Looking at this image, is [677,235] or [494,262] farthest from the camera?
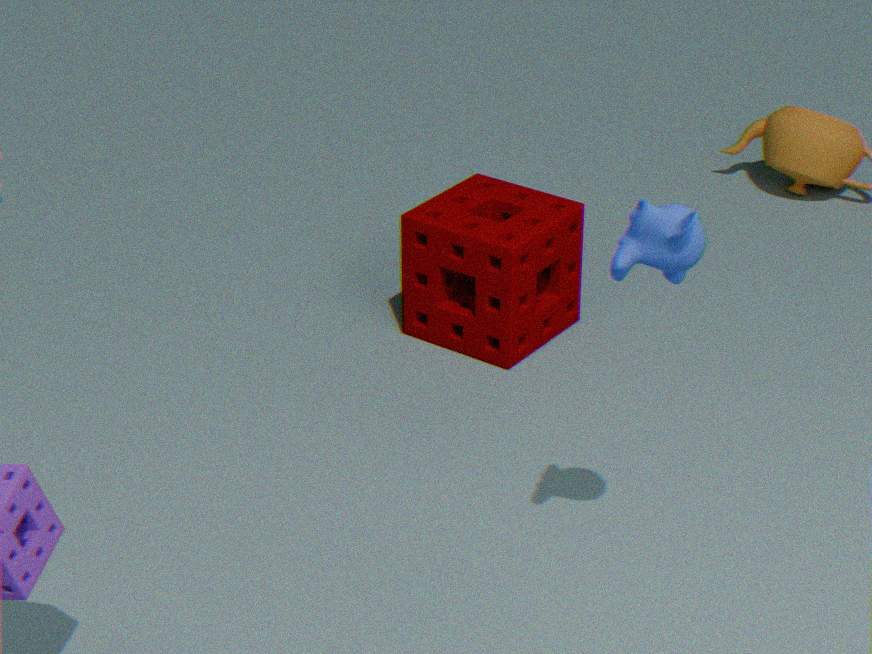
[494,262]
